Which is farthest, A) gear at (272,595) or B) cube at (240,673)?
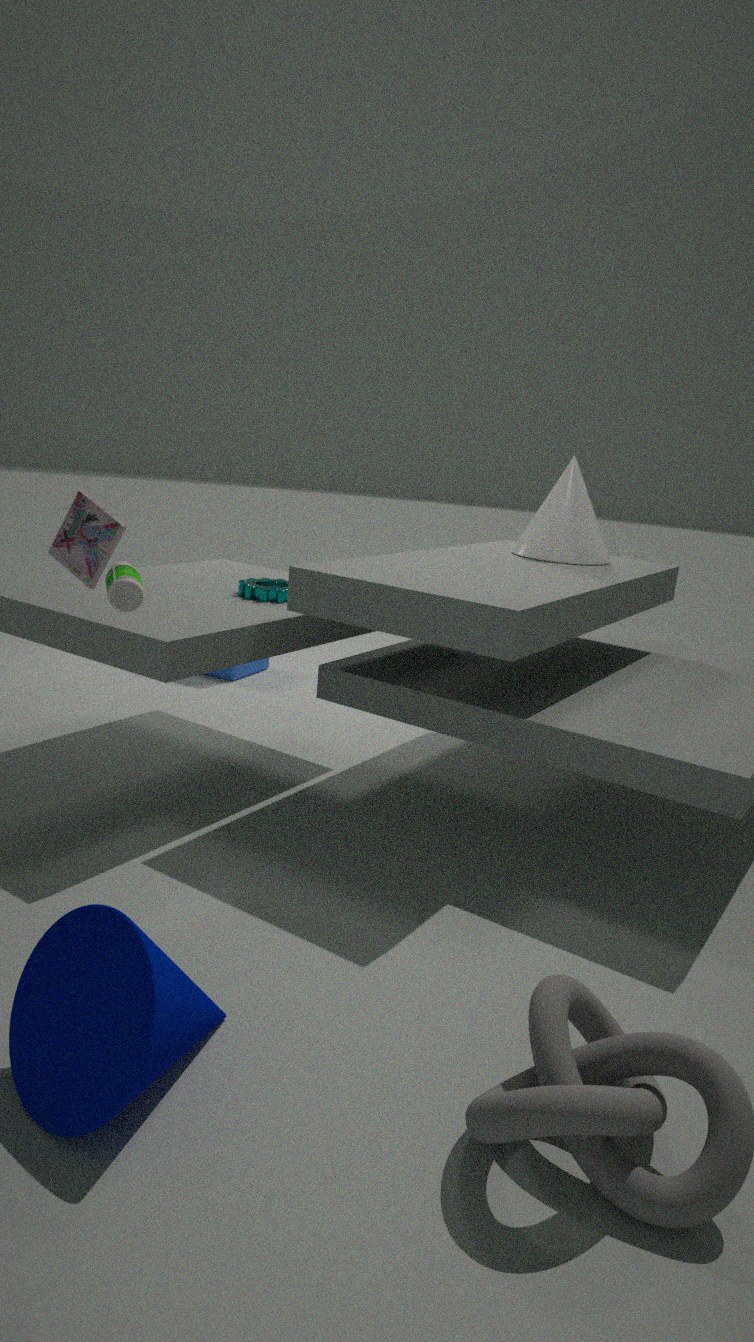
B. cube at (240,673)
